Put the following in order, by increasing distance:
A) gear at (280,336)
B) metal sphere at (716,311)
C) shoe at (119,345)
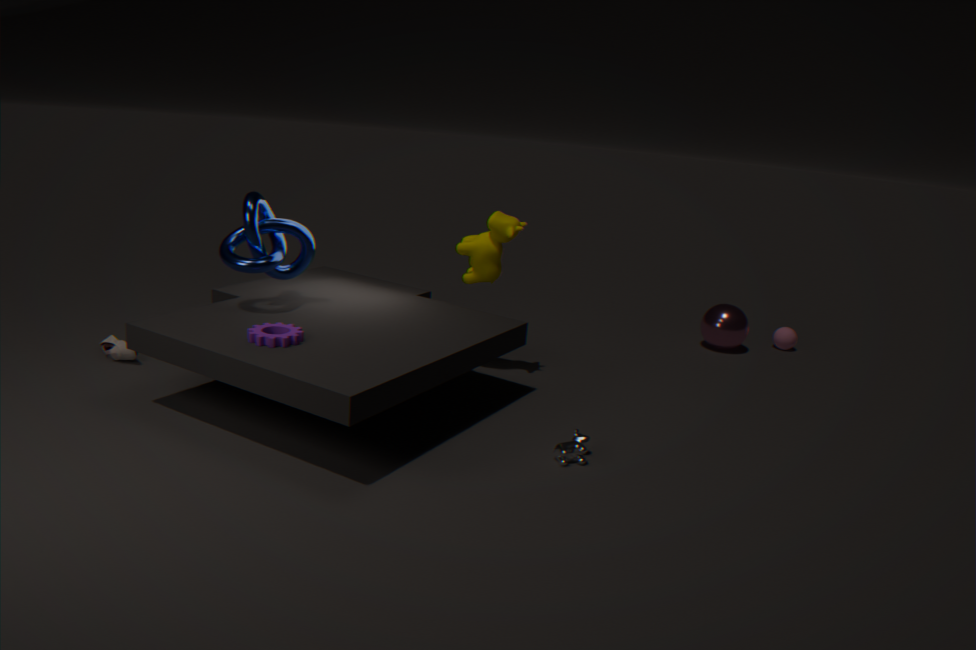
gear at (280,336) → shoe at (119,345) → metal sphere at (716,311)
